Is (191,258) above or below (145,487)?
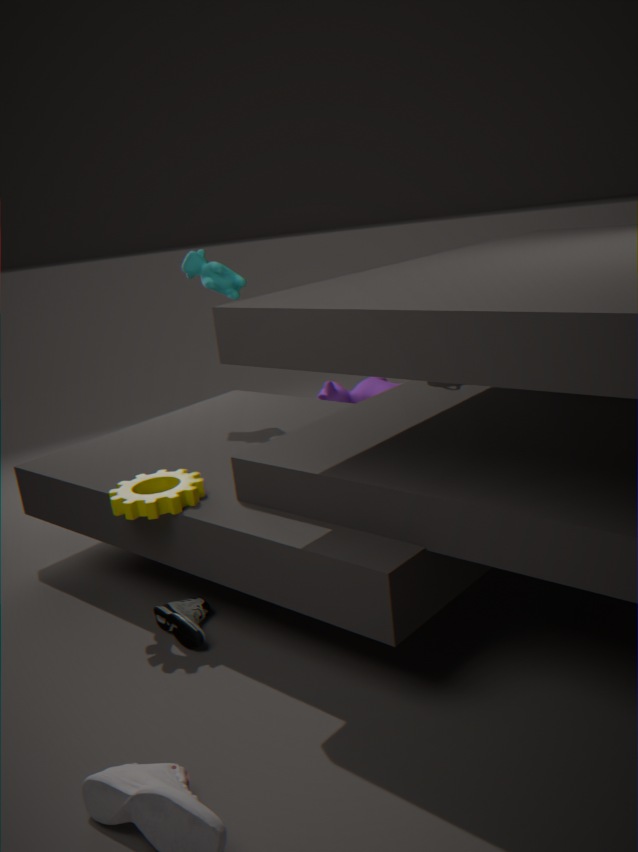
above
